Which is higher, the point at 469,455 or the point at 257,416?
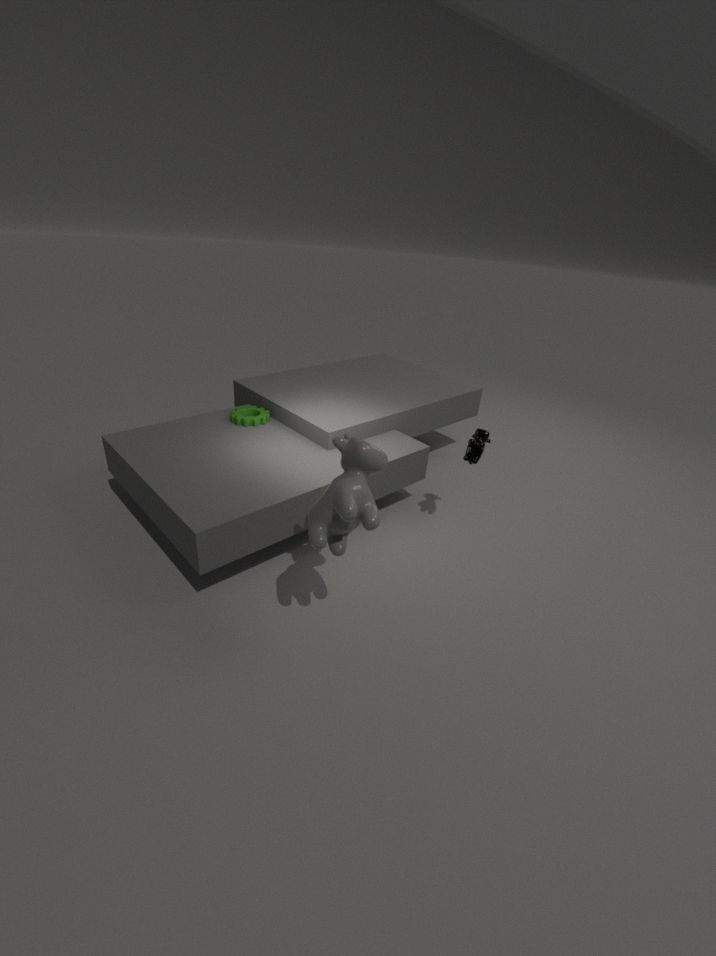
the point at 469,455
